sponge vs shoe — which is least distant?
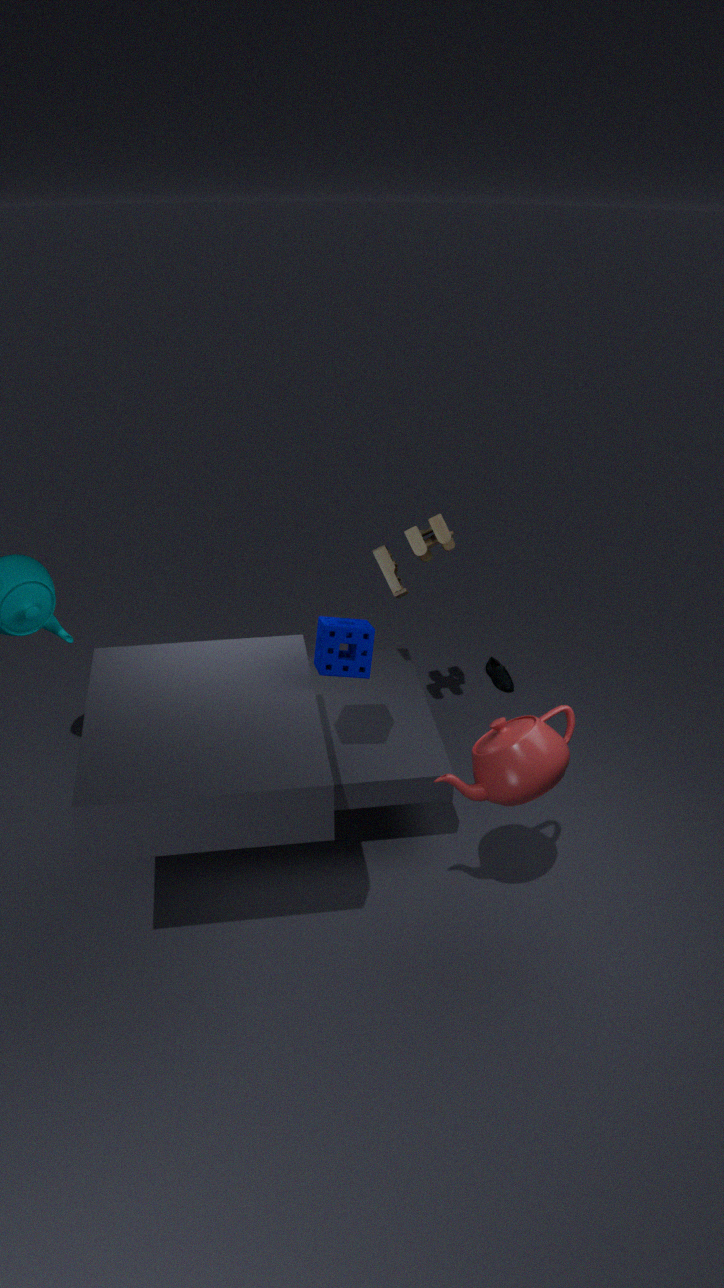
sponge
